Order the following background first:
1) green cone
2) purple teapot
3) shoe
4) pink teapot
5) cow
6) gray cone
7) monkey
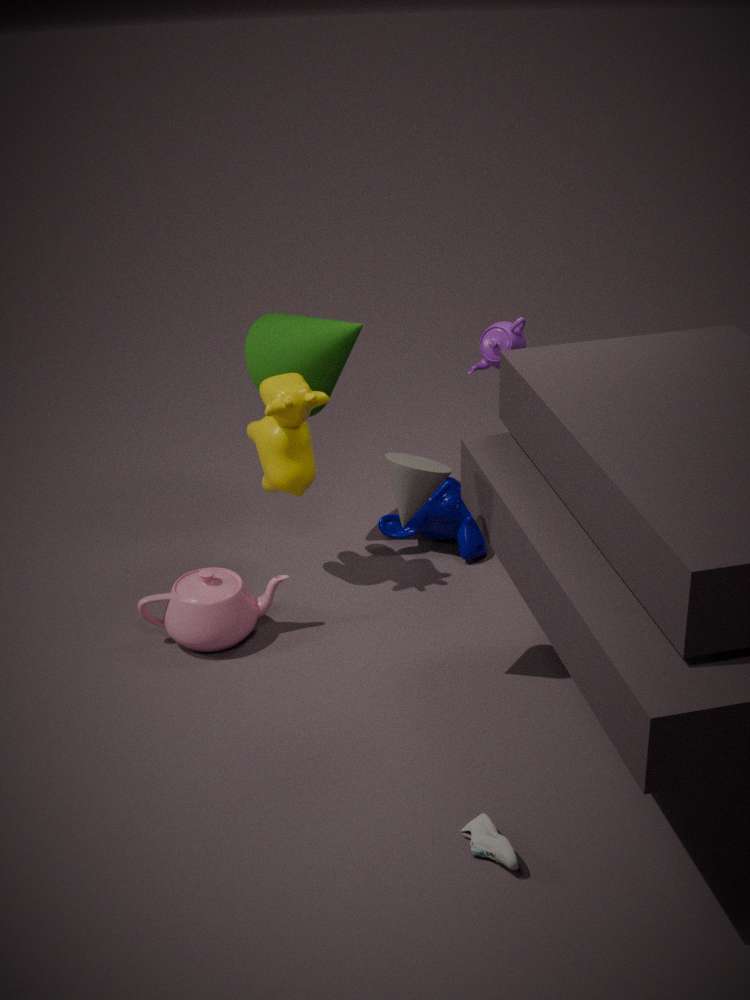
7. monkey, 1. green cone, 5. cow, 4. pink teapot, 2. purple teapot, 6. gray cone, 3. shoe
